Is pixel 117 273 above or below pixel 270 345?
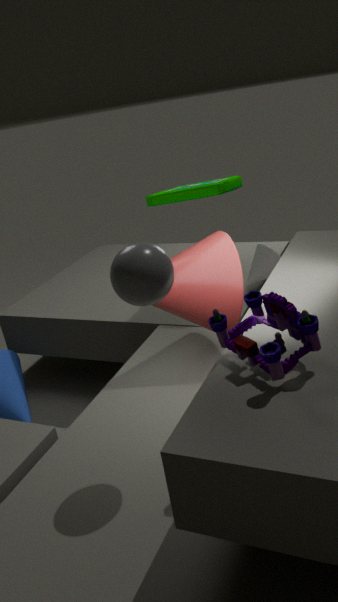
above
